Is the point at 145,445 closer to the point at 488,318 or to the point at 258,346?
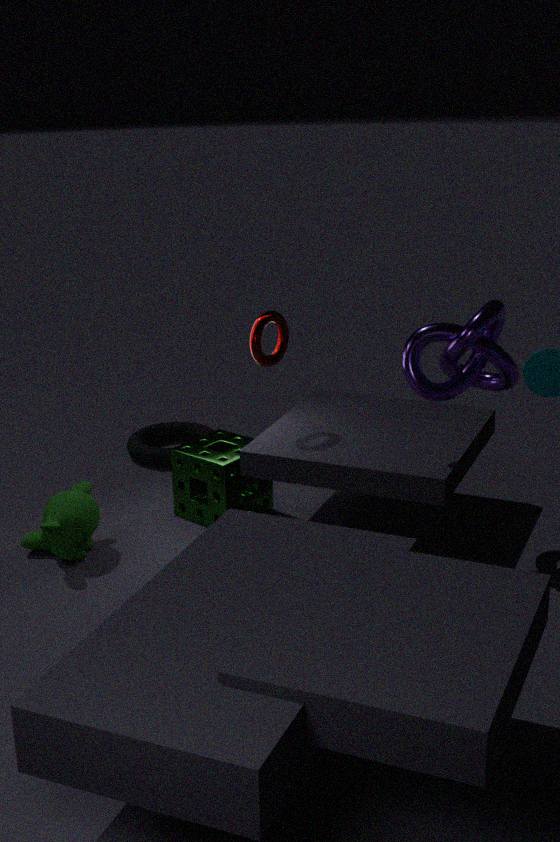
the point at 258,346
